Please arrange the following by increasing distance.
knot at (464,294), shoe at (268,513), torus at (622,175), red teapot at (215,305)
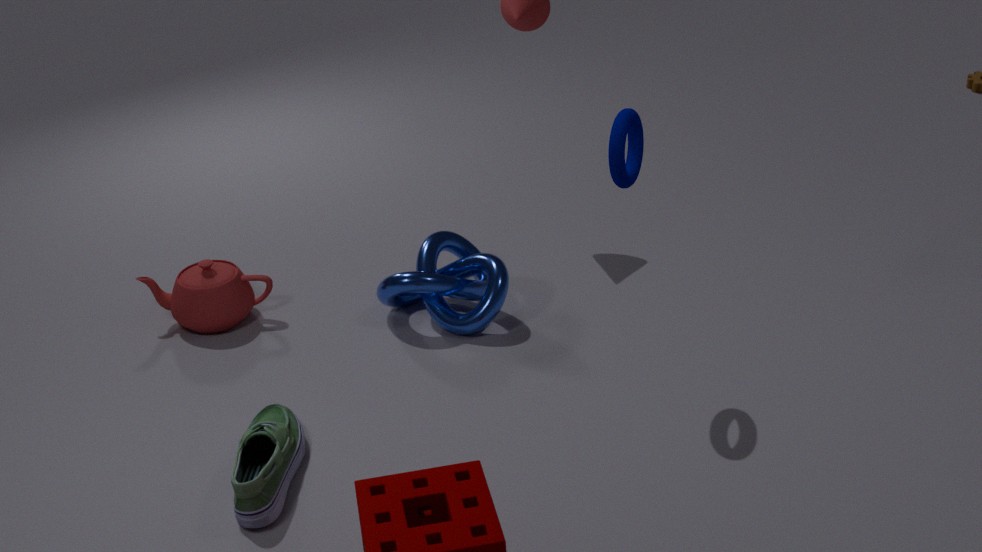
shoe at (268,513) → torus at (622,175) → knot at (464,294) → red teapot at (215,305)
